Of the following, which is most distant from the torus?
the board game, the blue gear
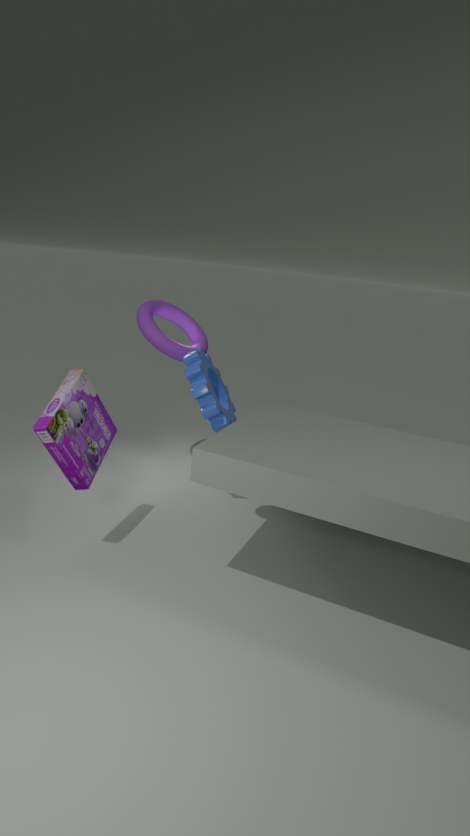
the board game
